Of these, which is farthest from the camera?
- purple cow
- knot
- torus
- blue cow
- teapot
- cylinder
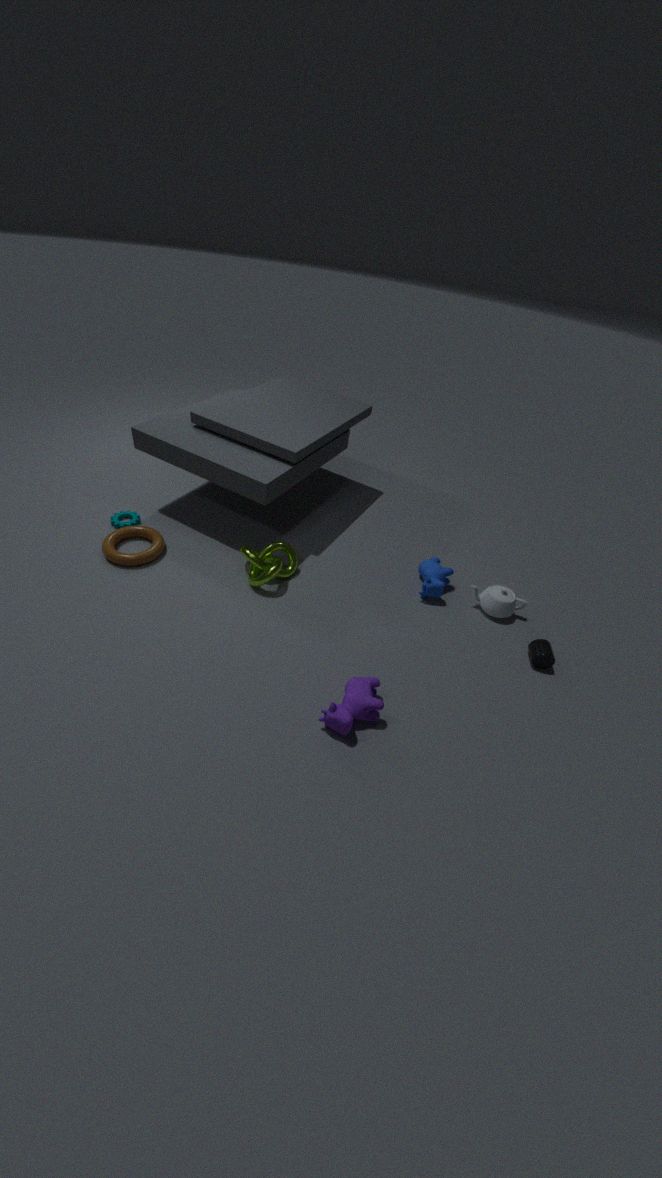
blue cow
